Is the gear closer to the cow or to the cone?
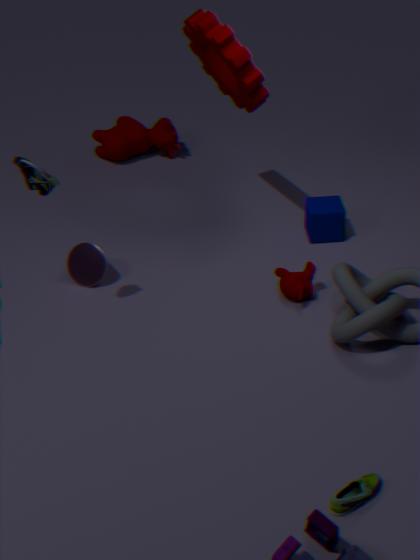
the cow
